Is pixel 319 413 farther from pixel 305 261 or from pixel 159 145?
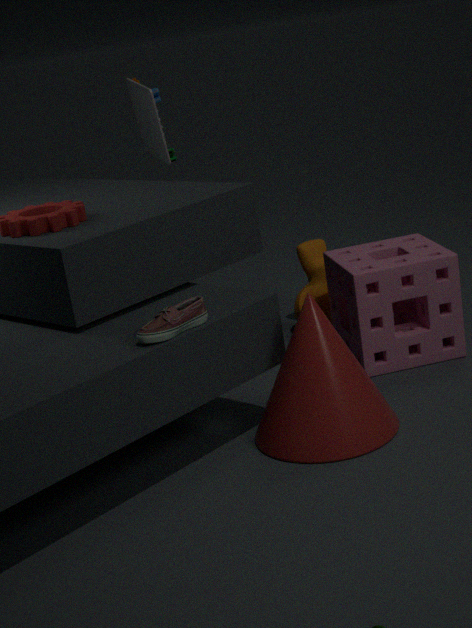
pixel 159 145
